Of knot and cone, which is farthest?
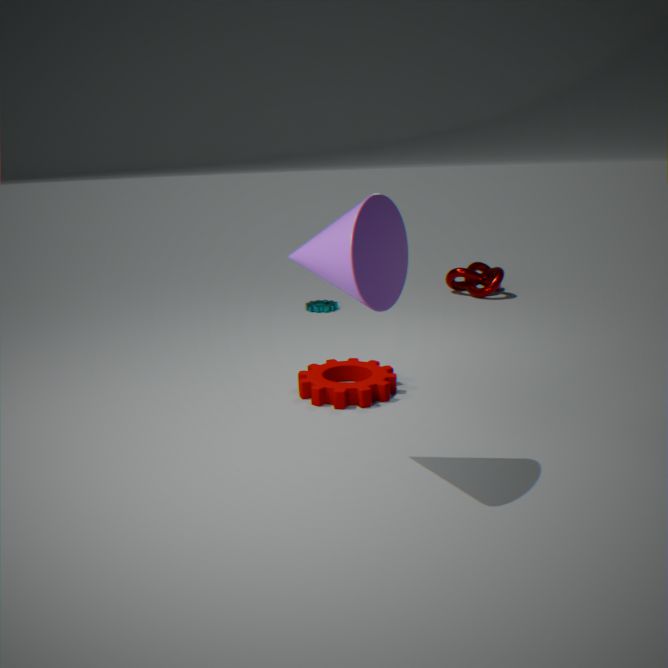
knot
